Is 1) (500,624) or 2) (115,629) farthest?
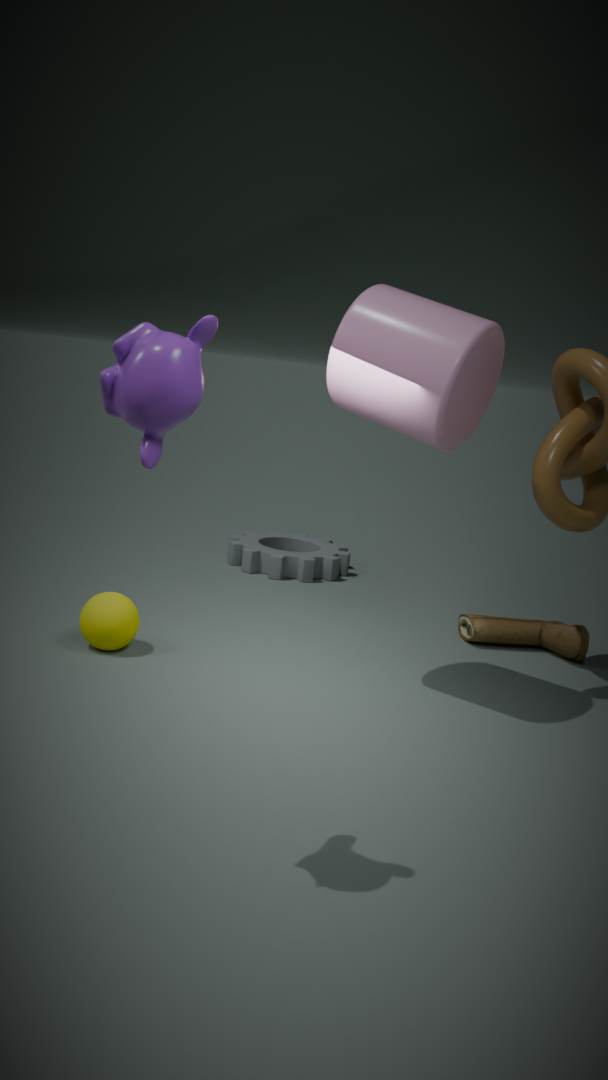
1. (500,624)
